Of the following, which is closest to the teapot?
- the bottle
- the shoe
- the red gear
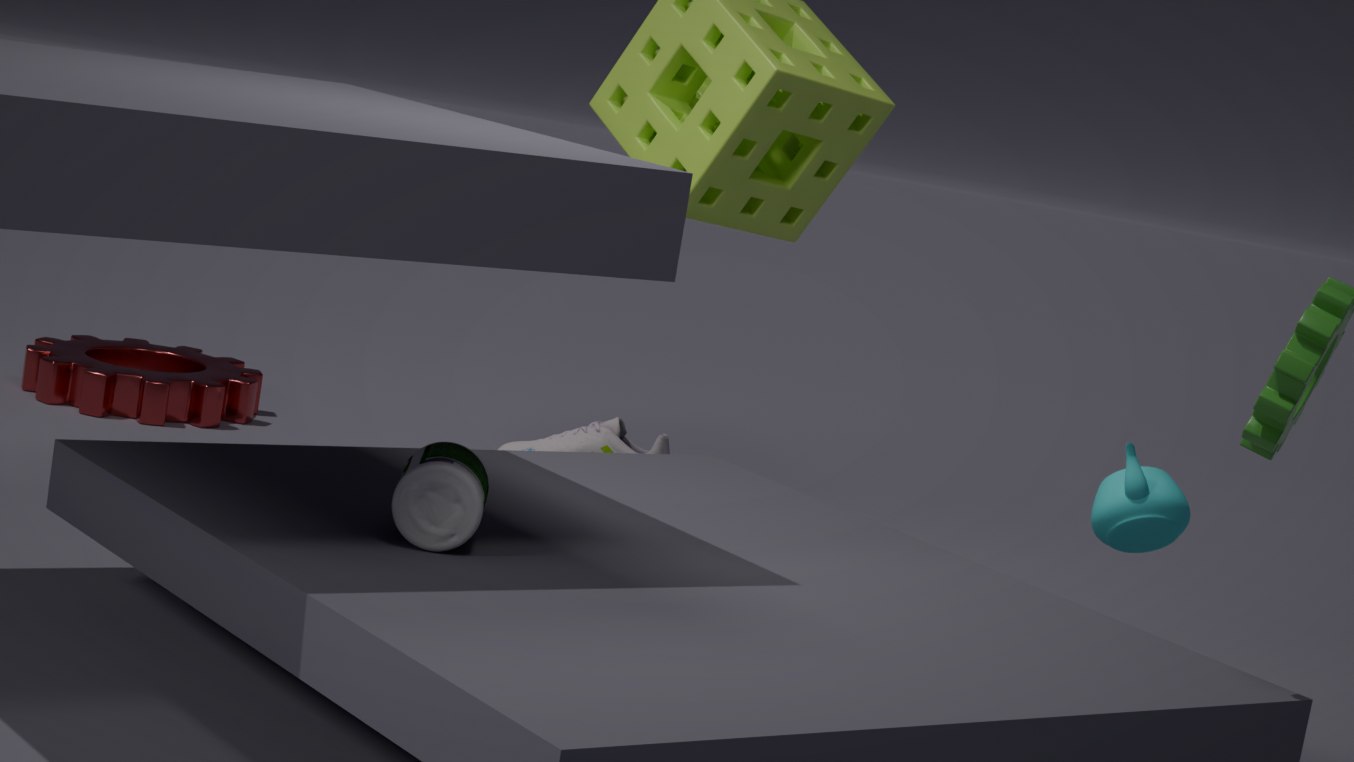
the bottle
